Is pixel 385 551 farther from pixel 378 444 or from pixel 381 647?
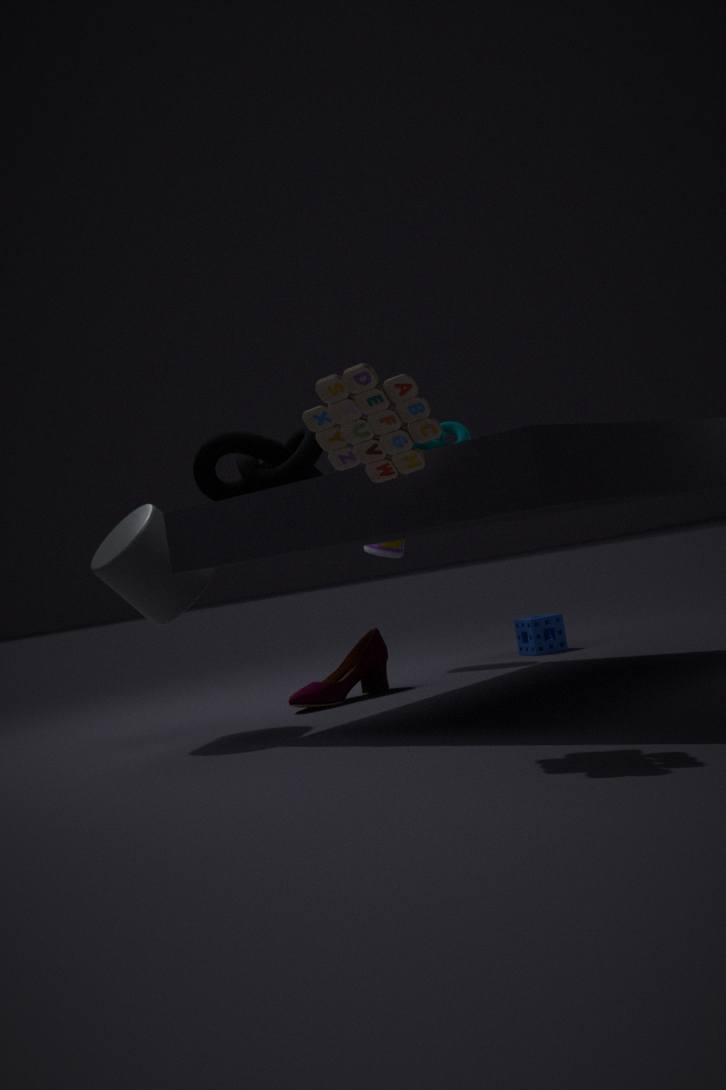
pixel 378 444
